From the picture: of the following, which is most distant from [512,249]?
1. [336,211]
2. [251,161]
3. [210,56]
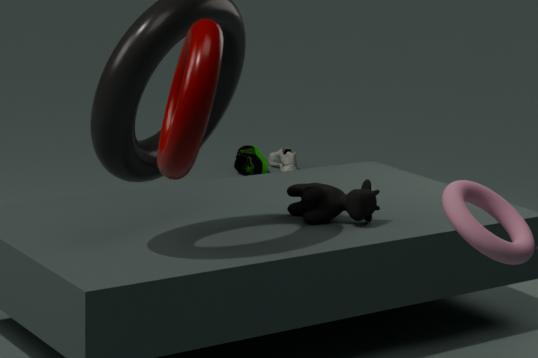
[251,161]
